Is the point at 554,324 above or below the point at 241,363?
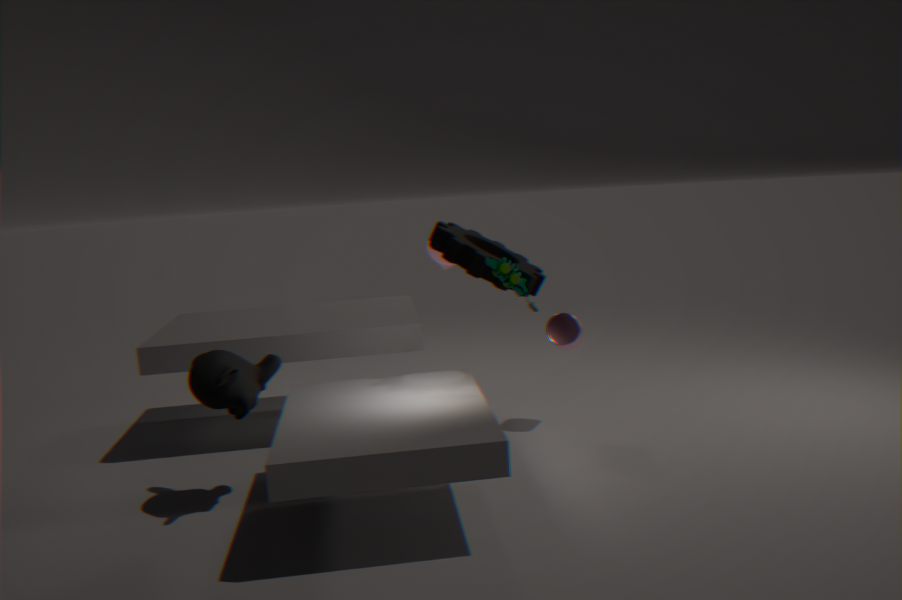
below
